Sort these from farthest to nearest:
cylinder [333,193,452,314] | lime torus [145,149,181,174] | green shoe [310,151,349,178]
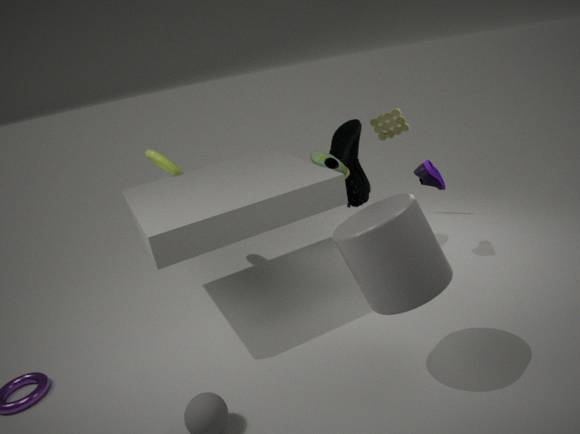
lime torus [145,149,181,174] < green shoe [310,151,349,178] < cylinder [333,193,452,314]
